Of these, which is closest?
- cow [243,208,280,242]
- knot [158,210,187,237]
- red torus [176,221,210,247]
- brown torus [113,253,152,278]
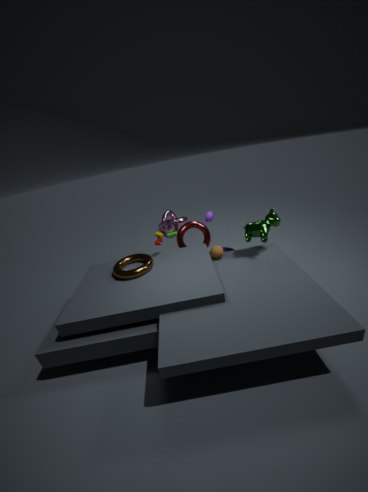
brown torus [113,253,152,278]
